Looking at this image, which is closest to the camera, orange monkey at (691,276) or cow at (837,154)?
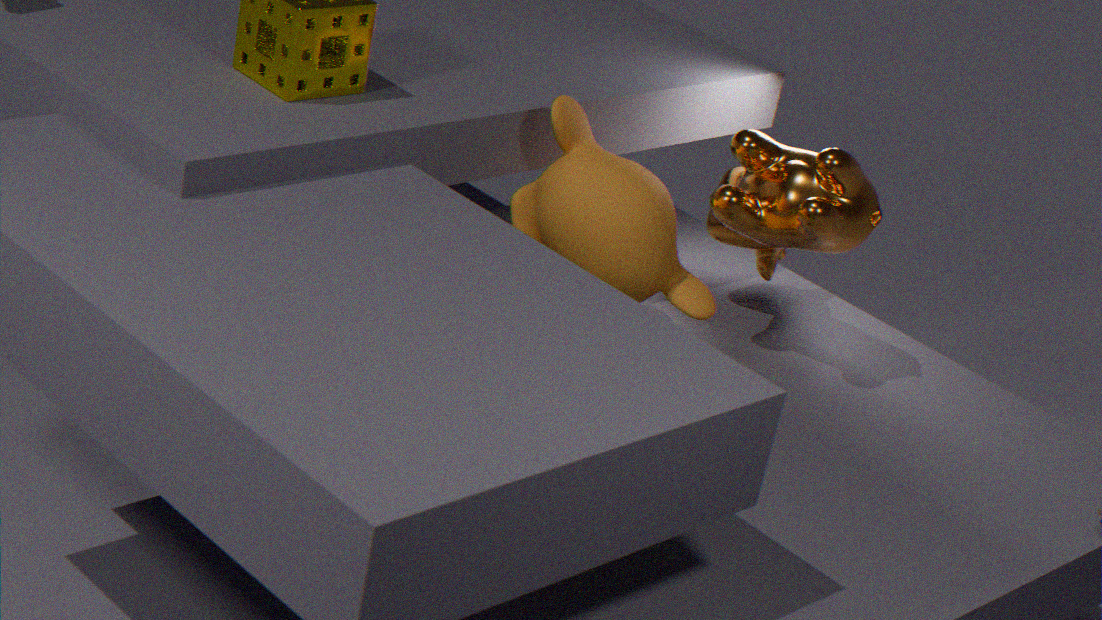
orange monkey at (691,276)
